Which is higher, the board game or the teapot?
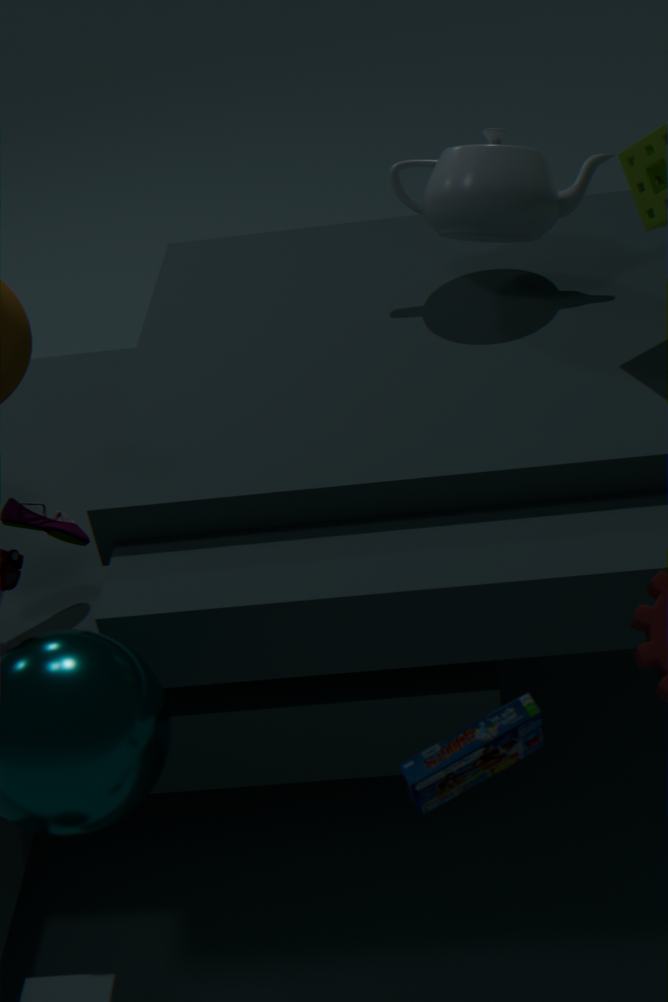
the teapot
